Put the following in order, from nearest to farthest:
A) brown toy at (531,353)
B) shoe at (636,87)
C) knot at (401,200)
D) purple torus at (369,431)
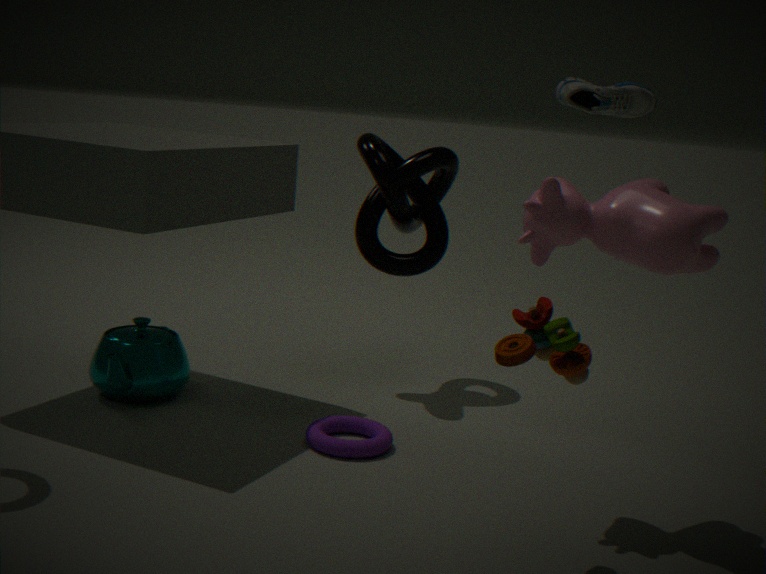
shoe at (636,87) < brown toy at (531,353) < purple torus at (369,431) < knot at (401,200)
